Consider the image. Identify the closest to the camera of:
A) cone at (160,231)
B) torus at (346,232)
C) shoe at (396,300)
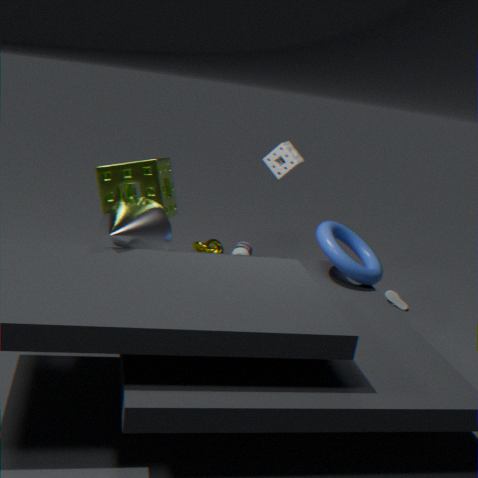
cone at (160,231)
